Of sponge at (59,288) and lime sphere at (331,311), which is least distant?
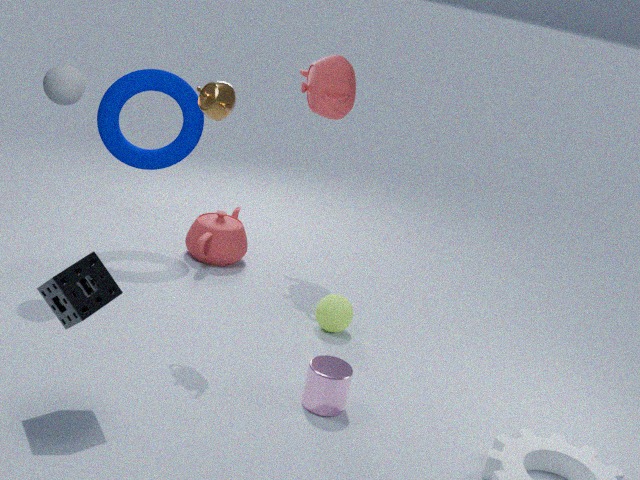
sponge at (59,288)
